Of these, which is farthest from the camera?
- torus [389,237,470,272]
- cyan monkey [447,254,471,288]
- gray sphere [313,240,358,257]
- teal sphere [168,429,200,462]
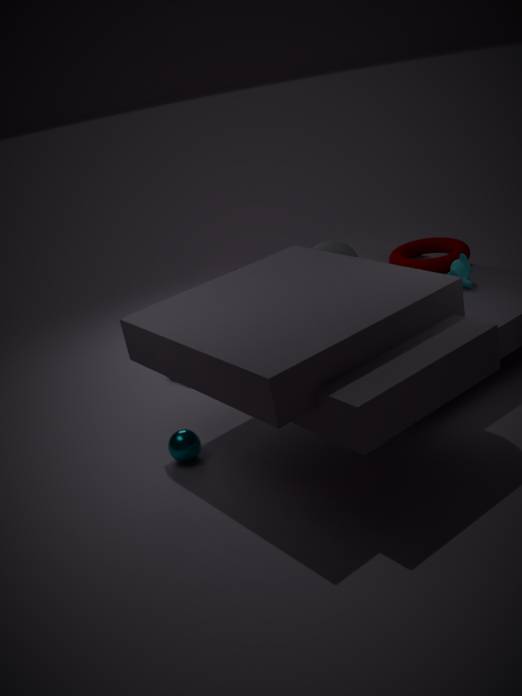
torus [389,237,470,272]
